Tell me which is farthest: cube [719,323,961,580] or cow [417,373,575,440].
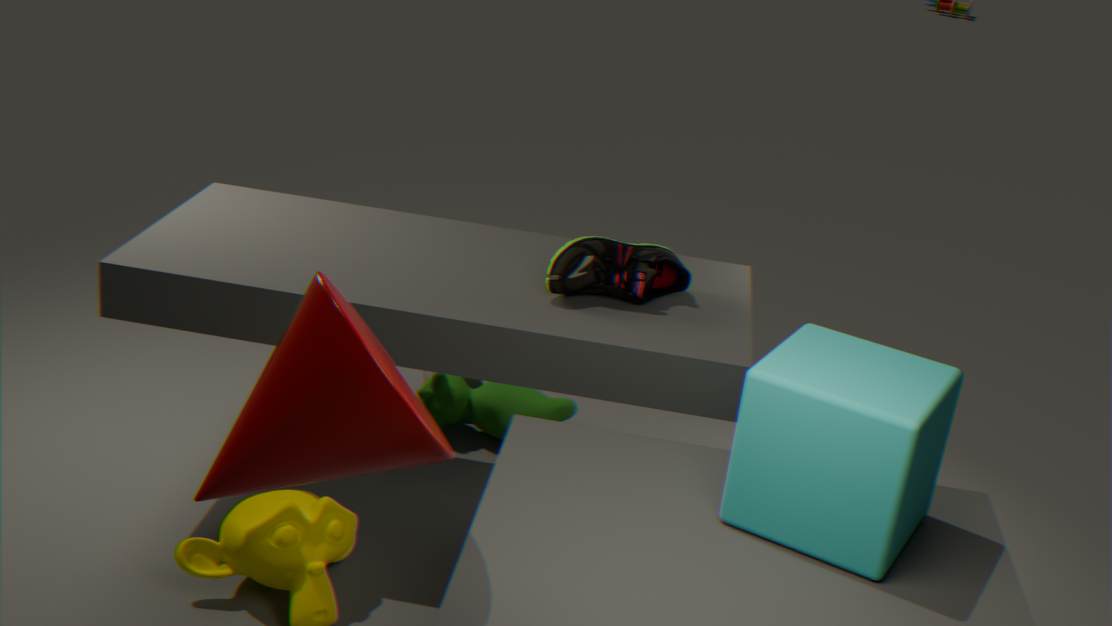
cow [417,373,575,440]
